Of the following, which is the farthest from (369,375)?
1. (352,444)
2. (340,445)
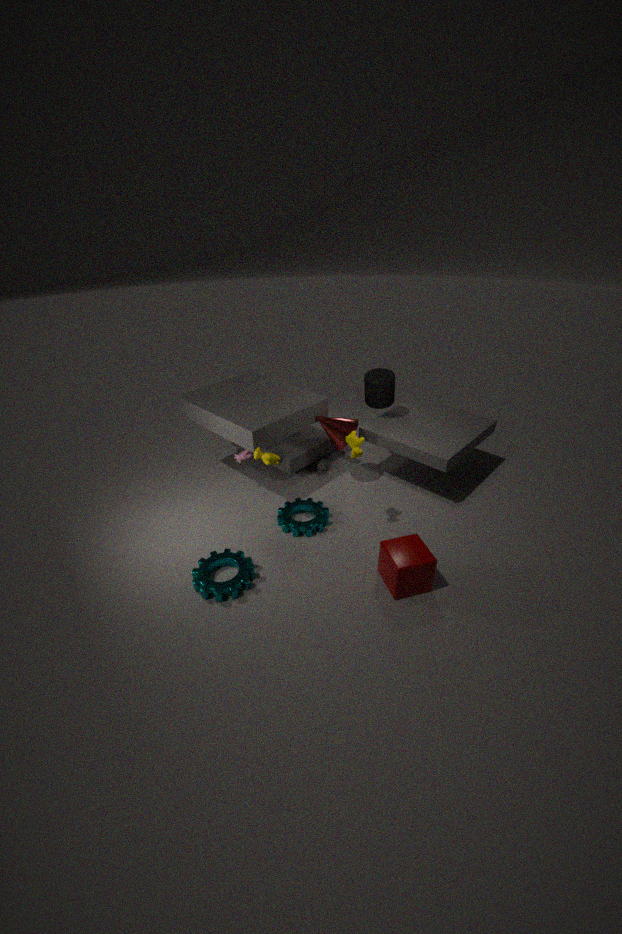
(352,444)
